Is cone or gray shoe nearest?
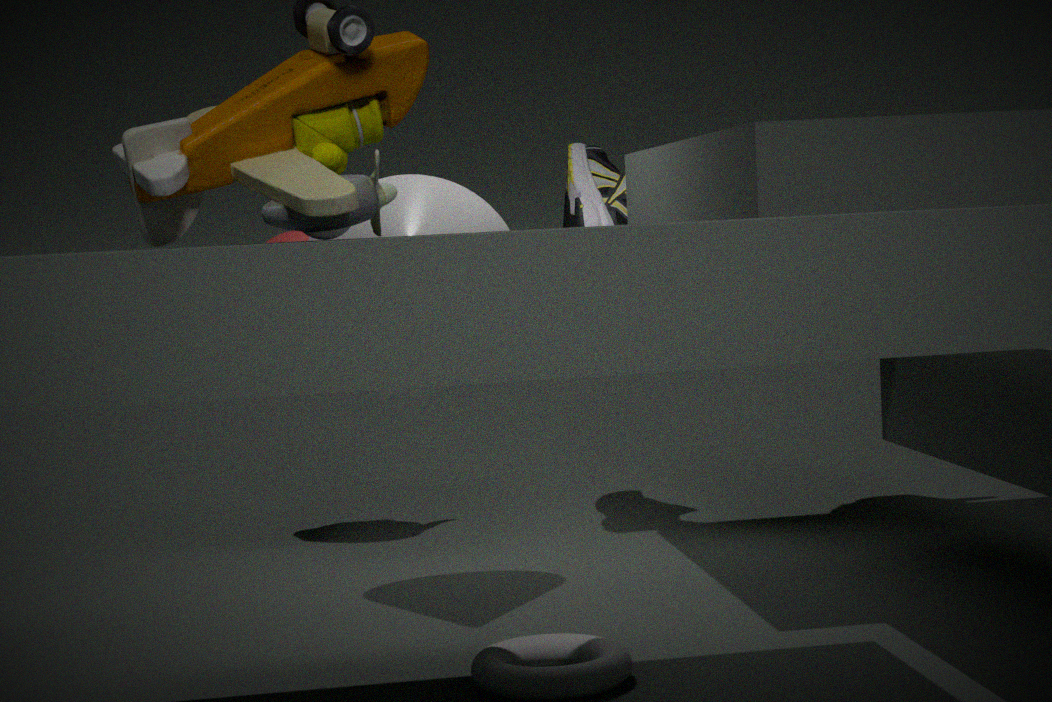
cone
